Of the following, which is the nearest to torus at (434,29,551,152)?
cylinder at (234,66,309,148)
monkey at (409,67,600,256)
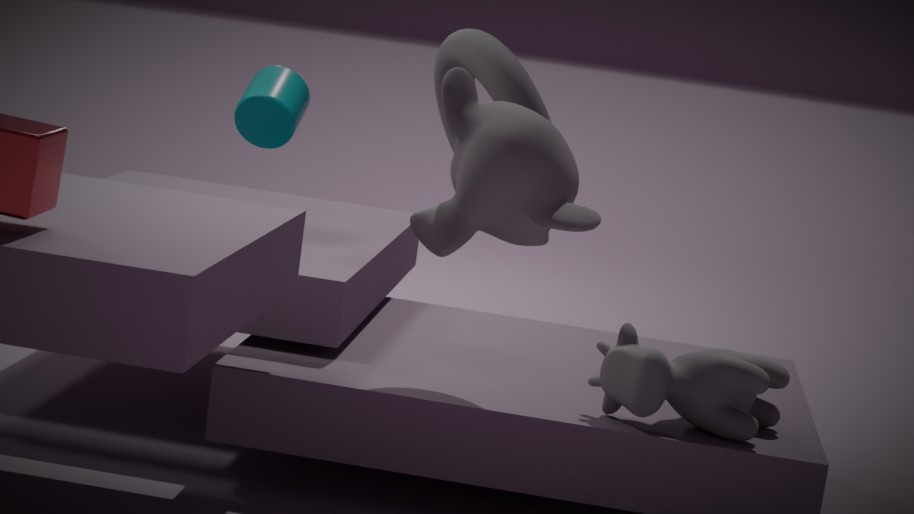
monkey at (409,67,600,256)
